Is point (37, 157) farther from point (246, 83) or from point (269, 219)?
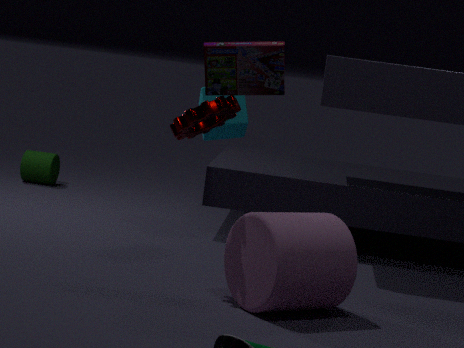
point (246, 83)
